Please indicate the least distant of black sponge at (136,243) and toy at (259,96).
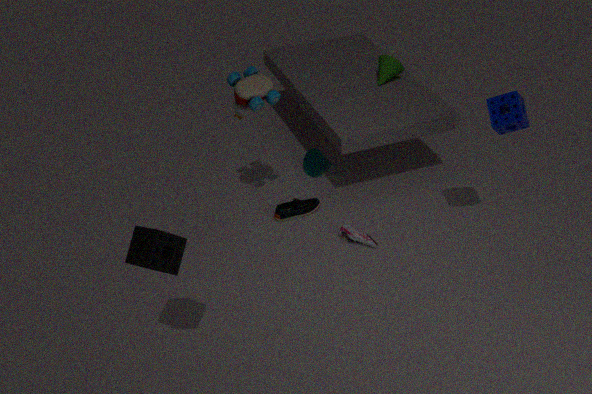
black sponge at (136,243)
